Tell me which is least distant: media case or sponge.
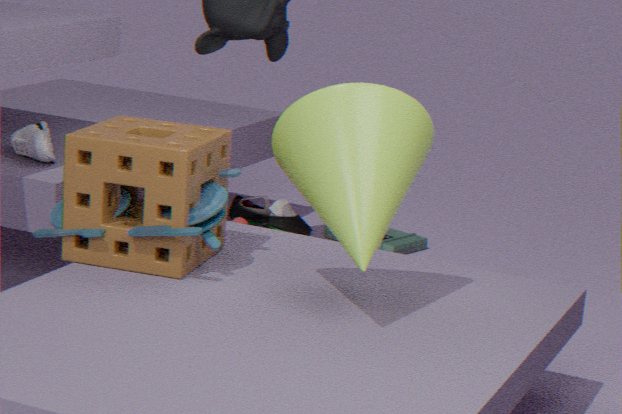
sponge
